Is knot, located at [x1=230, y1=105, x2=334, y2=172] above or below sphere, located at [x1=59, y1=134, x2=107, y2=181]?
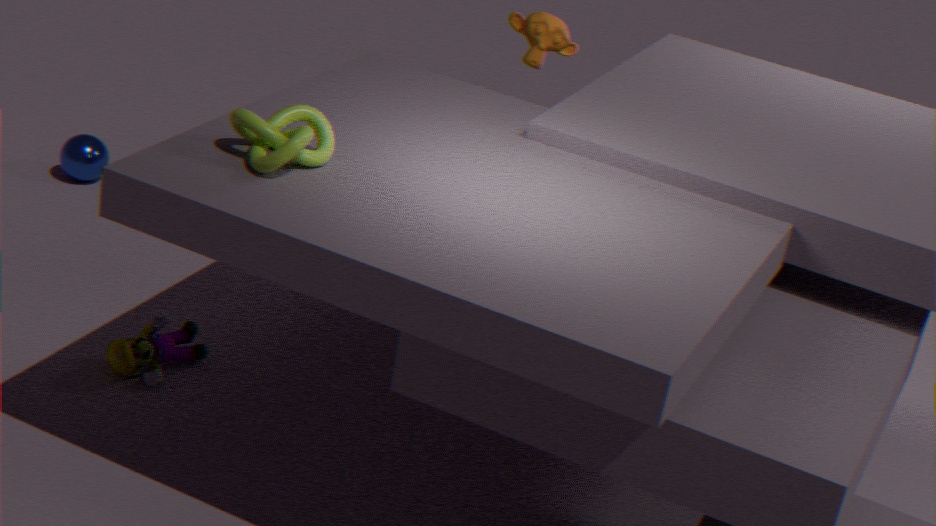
above
